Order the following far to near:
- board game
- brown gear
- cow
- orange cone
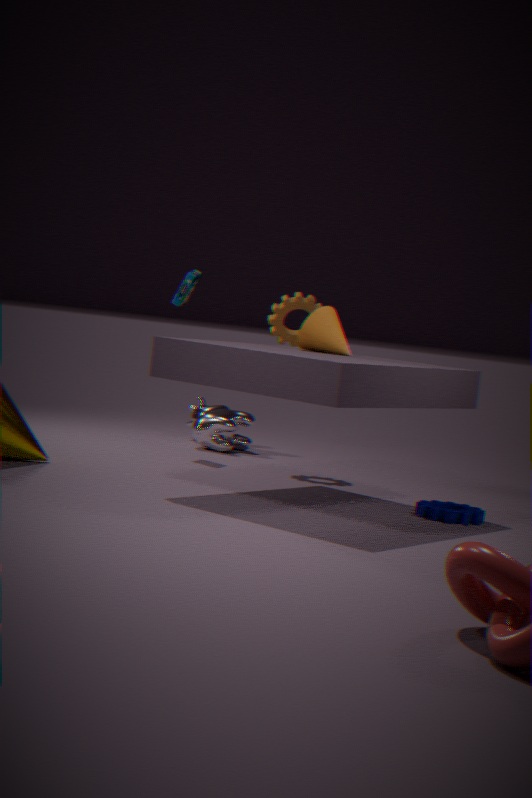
1. cow
2. board game
3. brown gear
4. orange cone
